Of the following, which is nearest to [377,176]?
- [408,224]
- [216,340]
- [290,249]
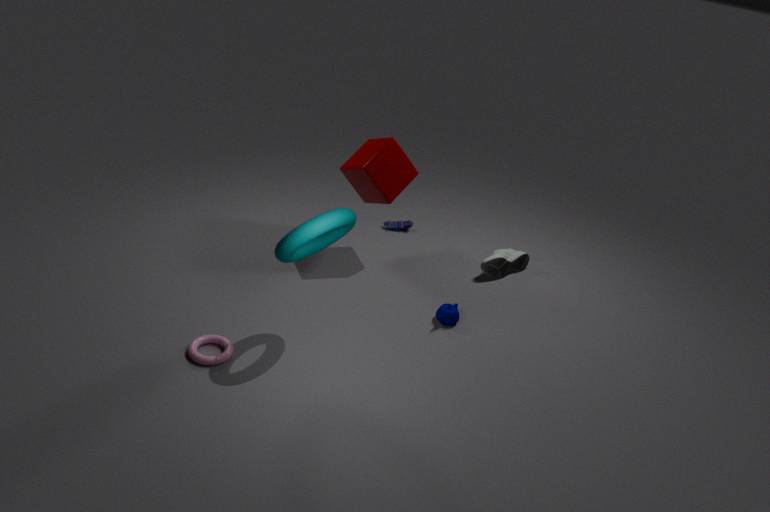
[408,224]
